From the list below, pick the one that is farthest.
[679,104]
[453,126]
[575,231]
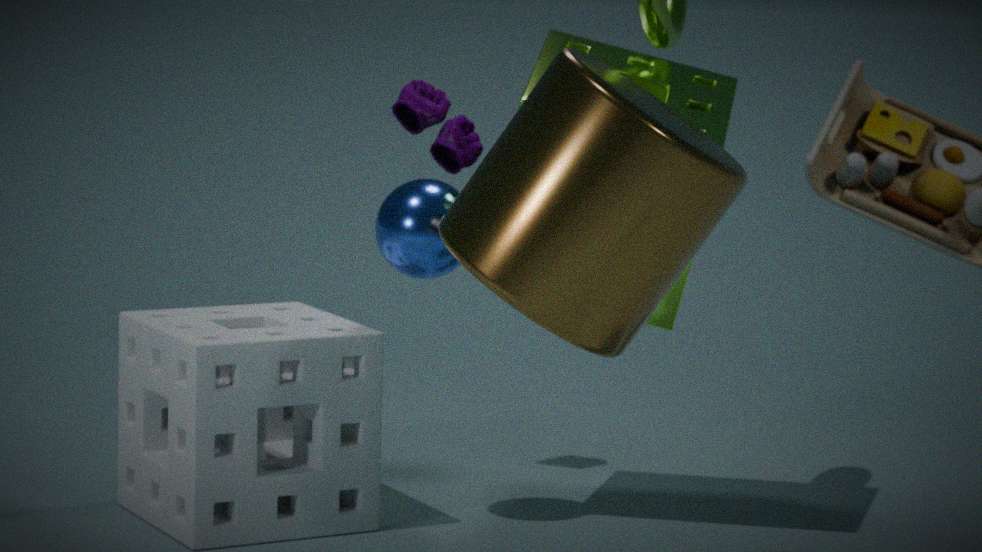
[453,126]
